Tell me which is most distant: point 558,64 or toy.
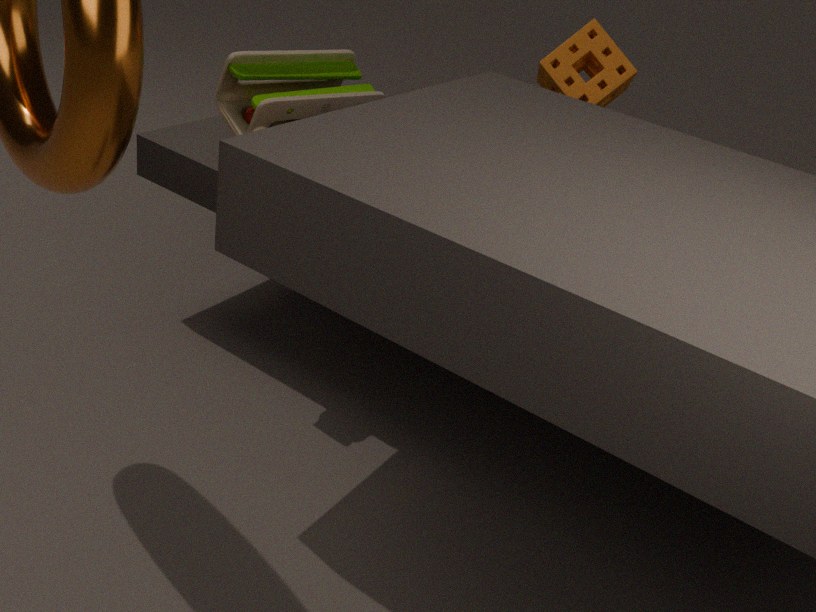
point 558,64
